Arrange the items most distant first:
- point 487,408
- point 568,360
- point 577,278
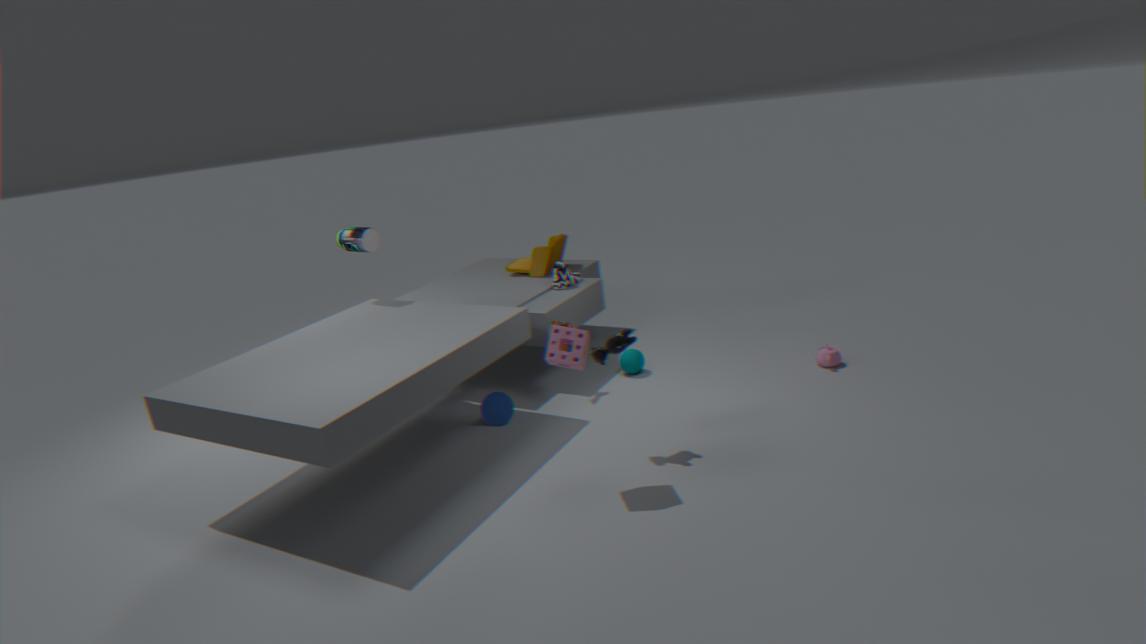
point 577,278 → point 487,408 → point 568,360
